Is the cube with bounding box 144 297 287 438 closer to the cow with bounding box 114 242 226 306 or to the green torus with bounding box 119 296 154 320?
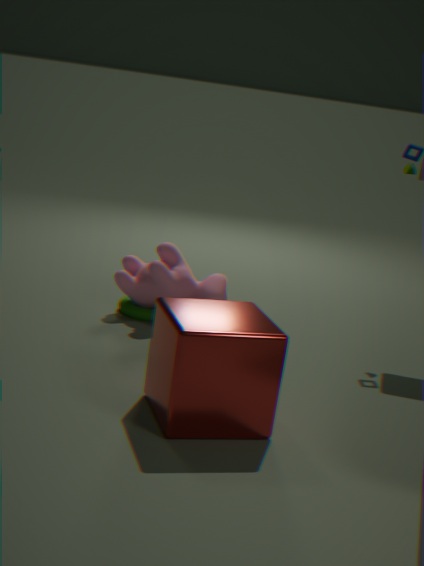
the cow with bounding box 114 242 226 306
